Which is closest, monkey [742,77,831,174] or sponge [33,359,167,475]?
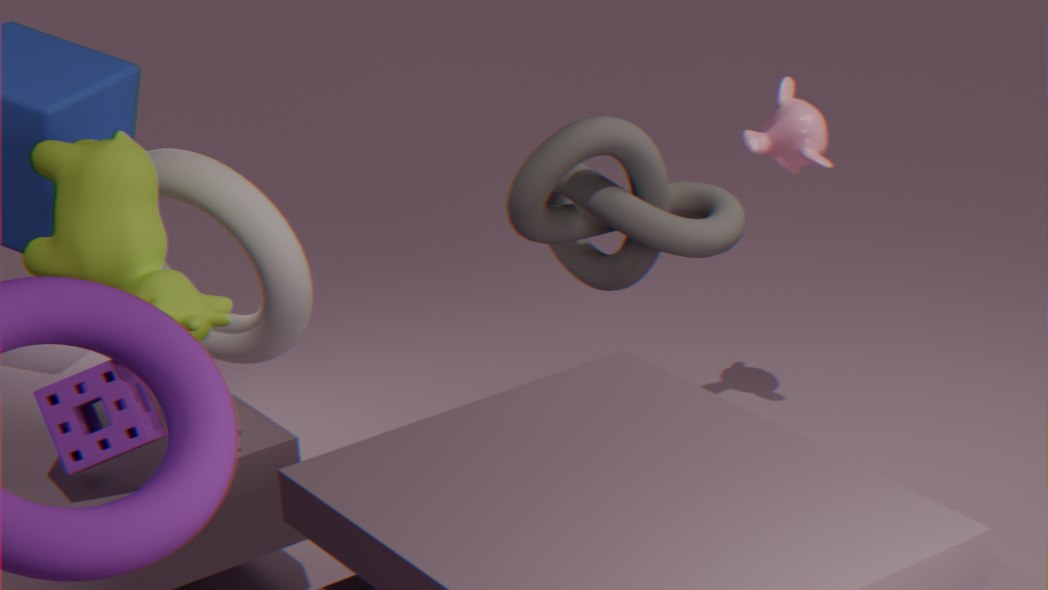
sponge [33,359,167,475]
